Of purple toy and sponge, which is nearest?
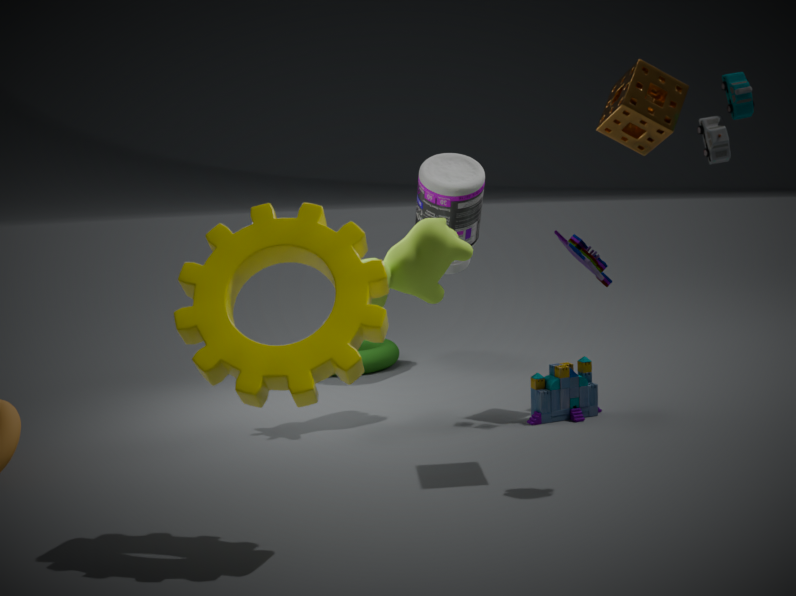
sponge
